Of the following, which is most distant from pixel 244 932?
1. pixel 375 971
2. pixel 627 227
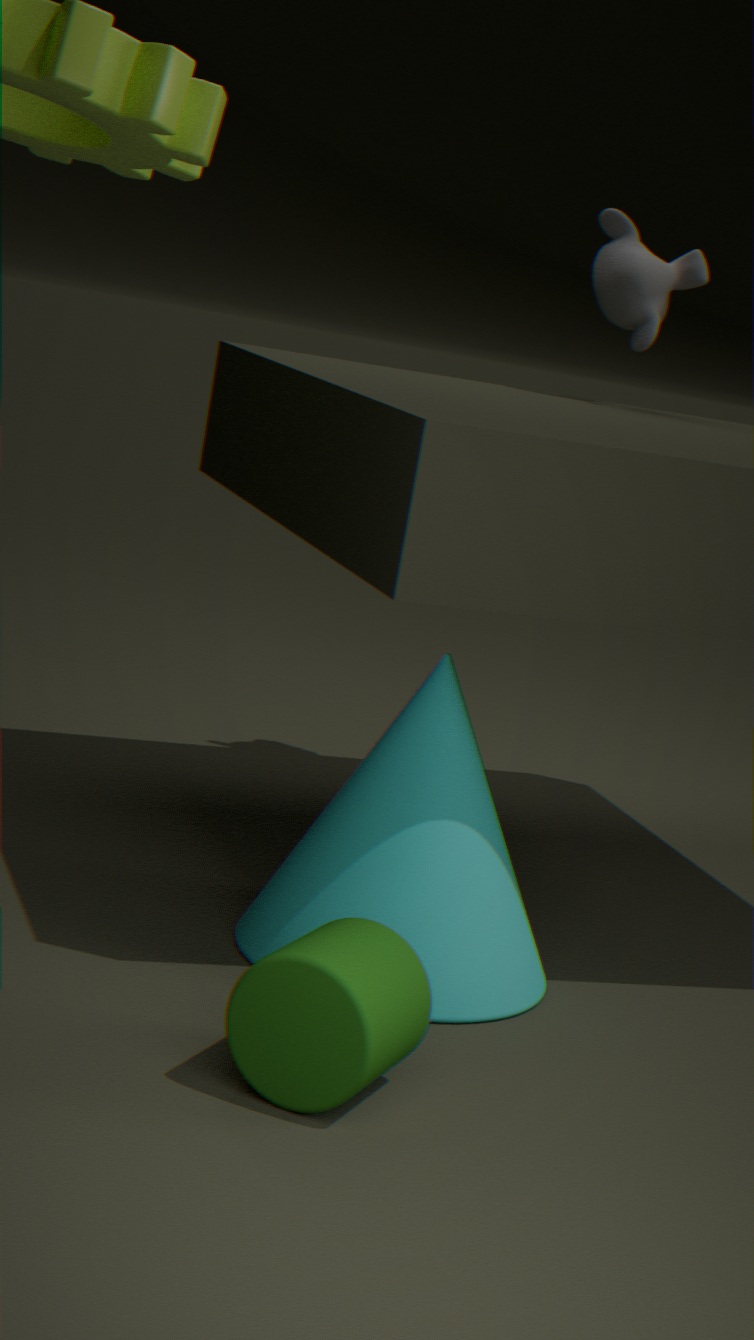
pixel 627 227
